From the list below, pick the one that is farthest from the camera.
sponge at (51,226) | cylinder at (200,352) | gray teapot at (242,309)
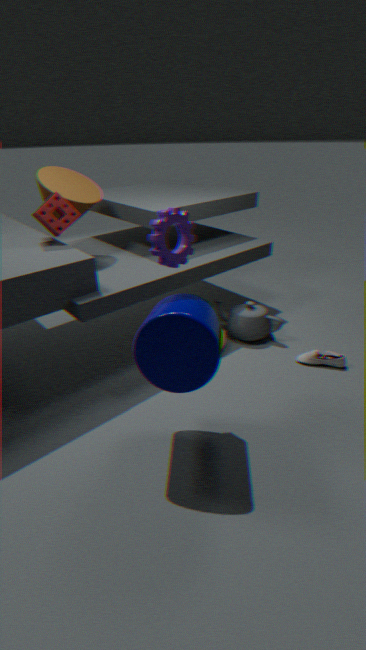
gray teapot at (242,309)
